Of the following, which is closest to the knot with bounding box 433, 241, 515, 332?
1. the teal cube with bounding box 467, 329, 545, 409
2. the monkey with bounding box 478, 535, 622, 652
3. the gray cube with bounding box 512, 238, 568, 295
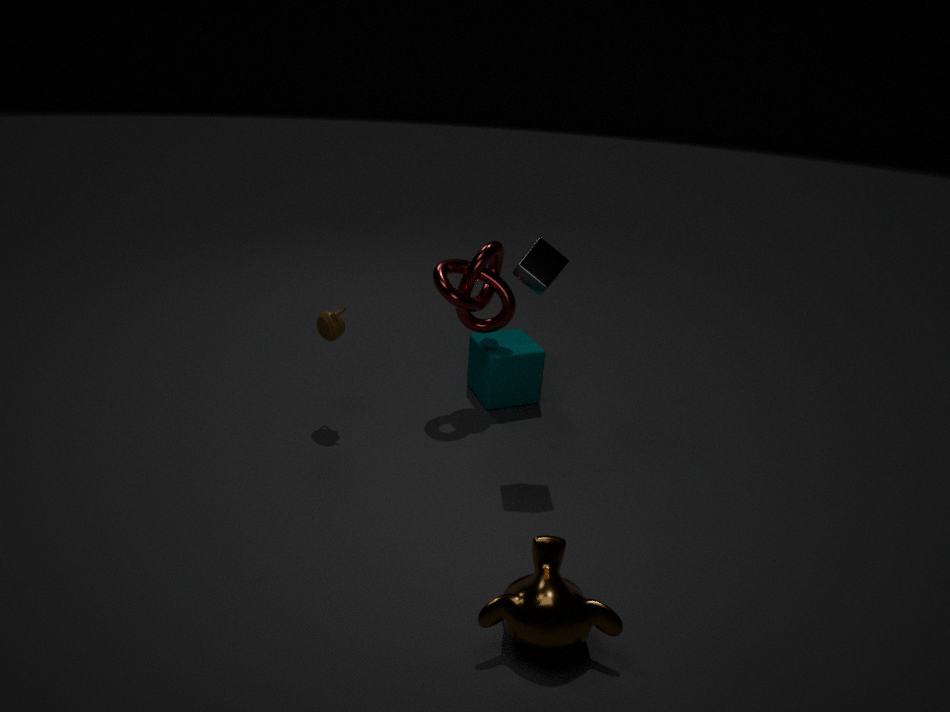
the teal cube with bounding box 467, 329, 545, 409
